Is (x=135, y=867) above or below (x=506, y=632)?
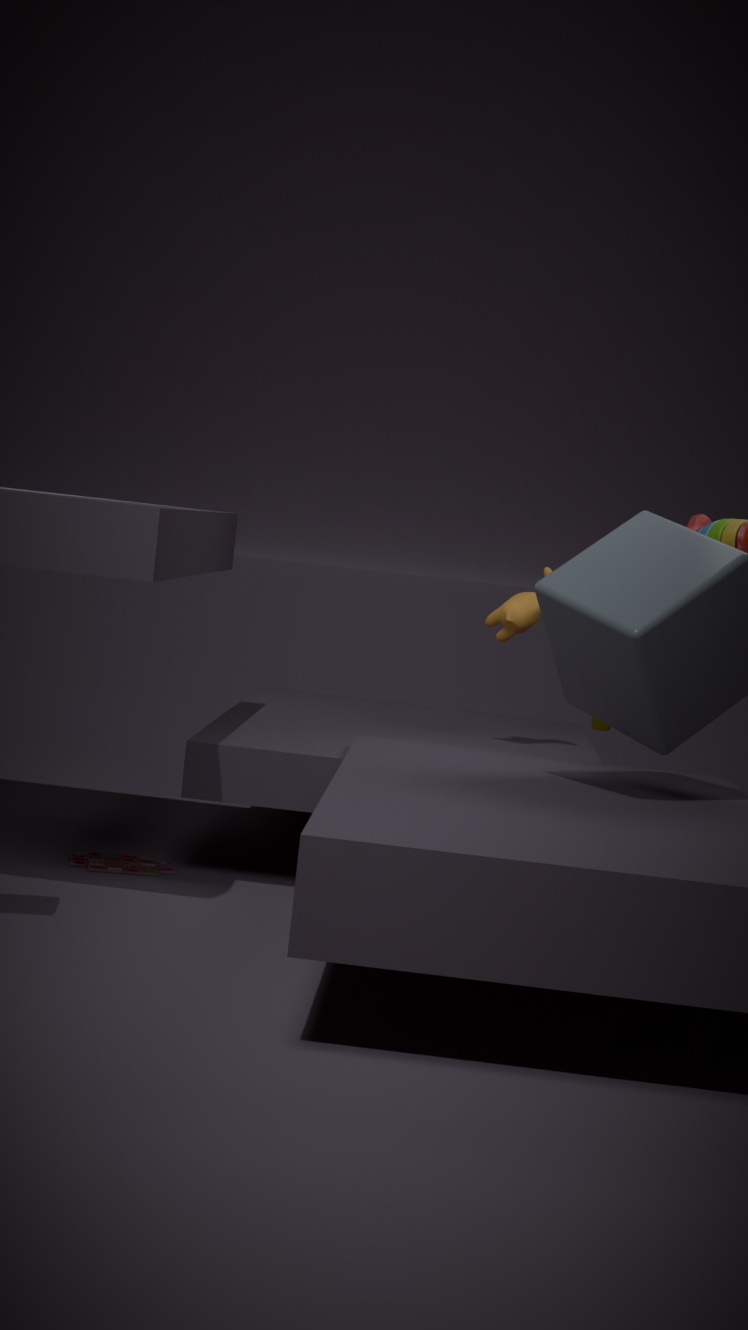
below
